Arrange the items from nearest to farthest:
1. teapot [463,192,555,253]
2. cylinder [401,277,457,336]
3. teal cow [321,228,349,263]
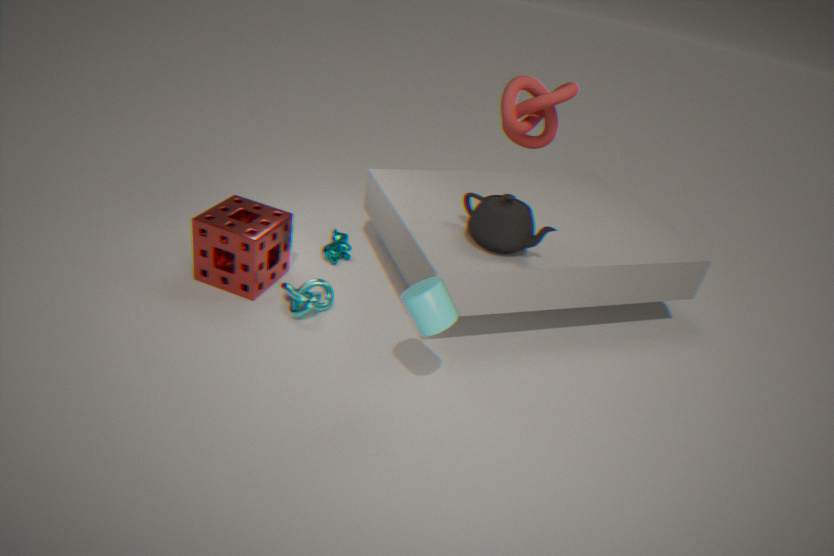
cylinder [401,277,457,336]
teapot [463,192,555,253]
teal cow [321,228,349,263]
